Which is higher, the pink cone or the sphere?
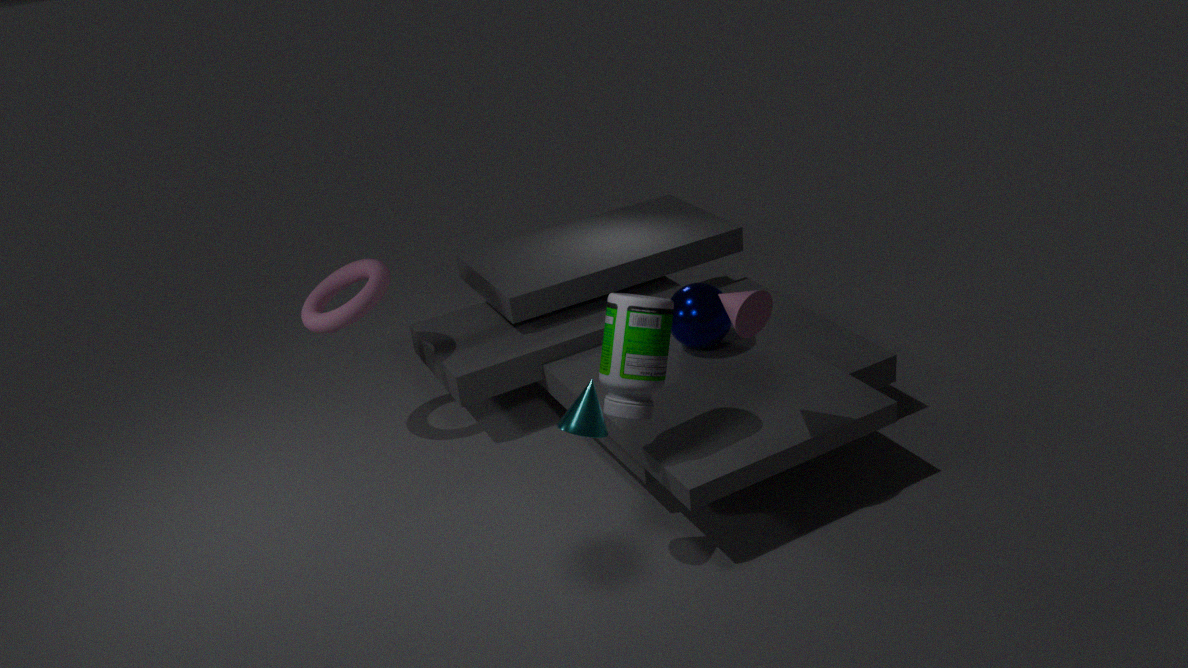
the pink cone
